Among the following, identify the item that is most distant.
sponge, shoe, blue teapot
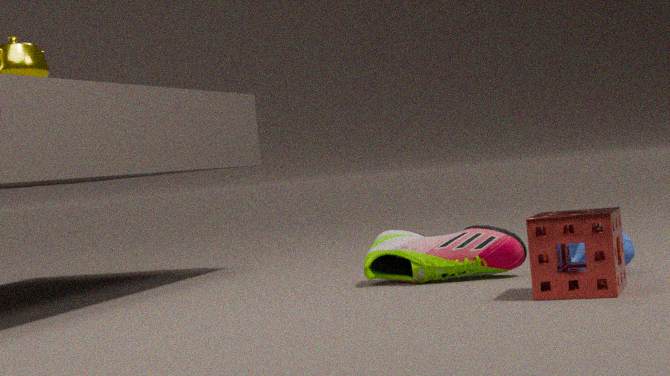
shoe
